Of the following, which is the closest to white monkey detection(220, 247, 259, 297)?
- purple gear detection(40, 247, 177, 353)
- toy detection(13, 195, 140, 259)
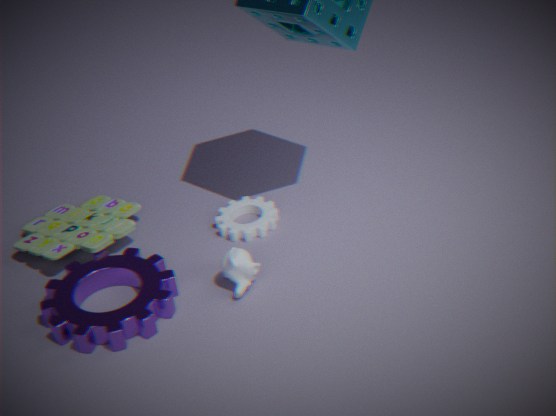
purple gear detection(40, 247, 177, 353)
